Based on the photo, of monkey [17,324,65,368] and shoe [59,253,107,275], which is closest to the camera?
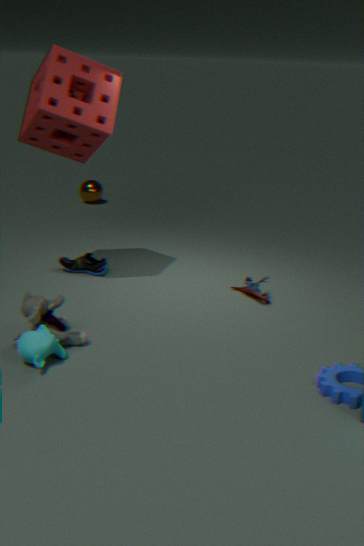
monkey [17,324,65,368]
